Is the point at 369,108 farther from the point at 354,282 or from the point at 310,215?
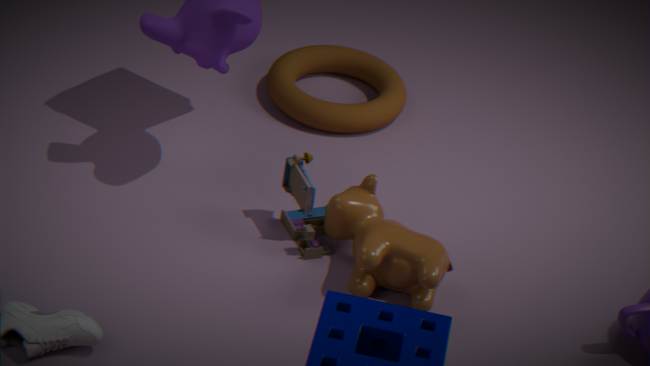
the point at 354,282
